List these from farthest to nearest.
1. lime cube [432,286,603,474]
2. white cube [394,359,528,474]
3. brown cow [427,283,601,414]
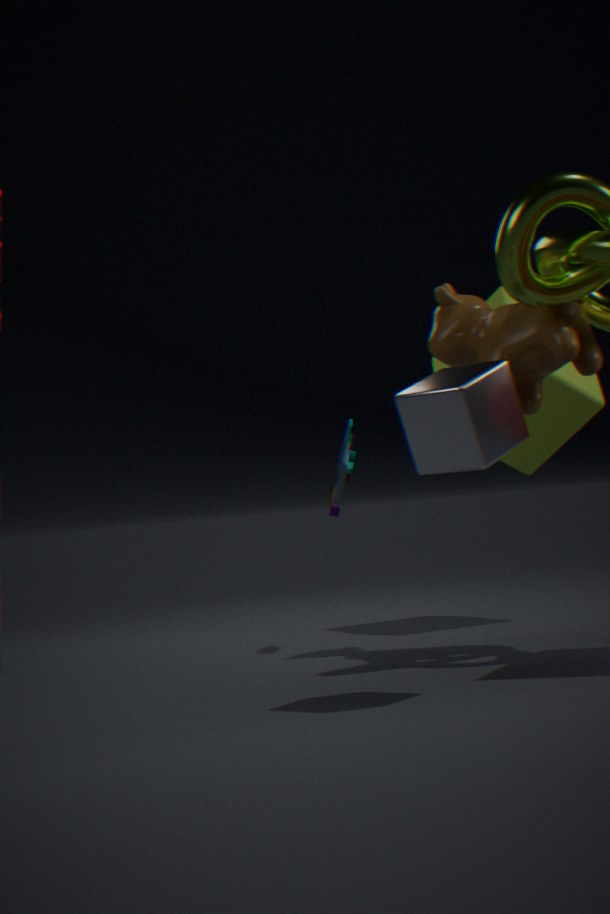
lime cube [432,286,603,474] < brown cow [427,283,601,414] < white cube [394,359,528,474]
